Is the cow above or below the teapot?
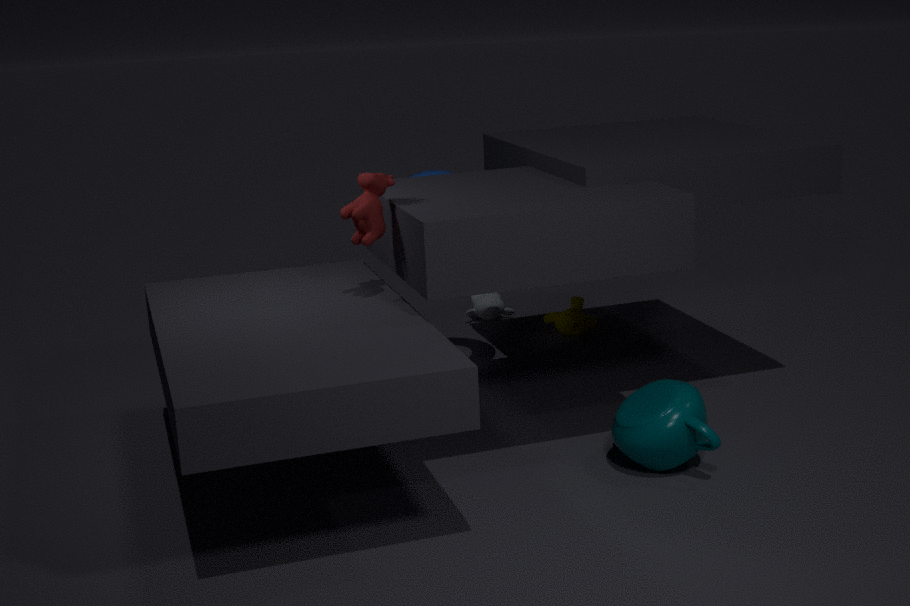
above
